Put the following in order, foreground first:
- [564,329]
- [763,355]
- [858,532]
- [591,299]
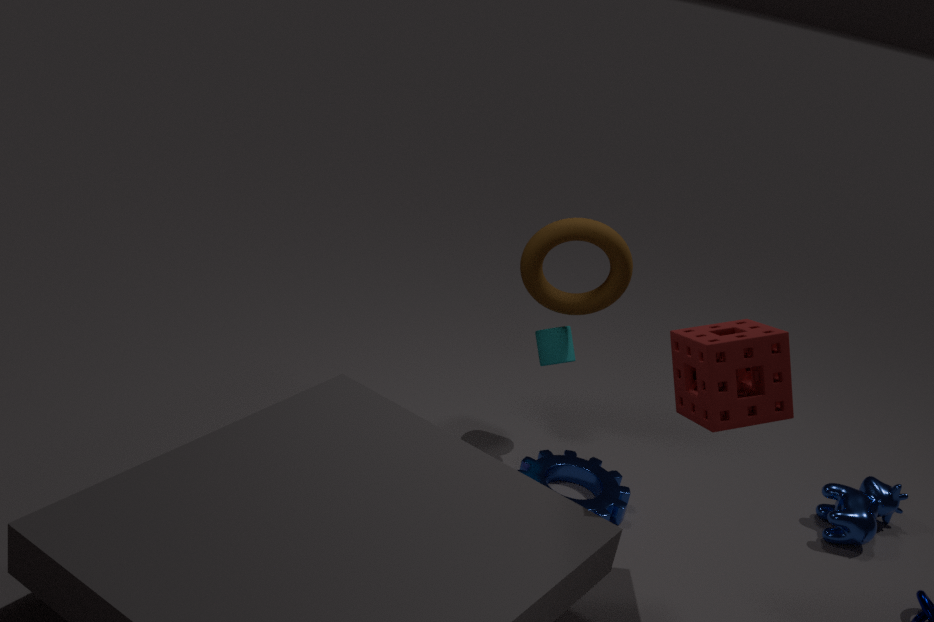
[763,355] → [858,532] → [591,299] → [564,329]
